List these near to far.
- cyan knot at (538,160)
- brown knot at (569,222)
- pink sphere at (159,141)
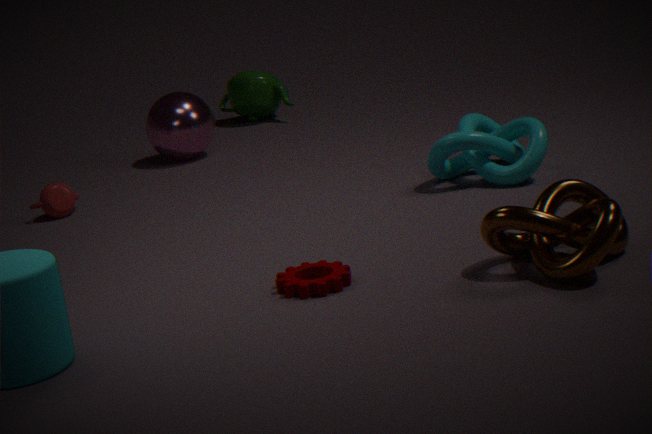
brown knot at (569,222), cyan knot at (538,160), pink sphere at (159,141)
